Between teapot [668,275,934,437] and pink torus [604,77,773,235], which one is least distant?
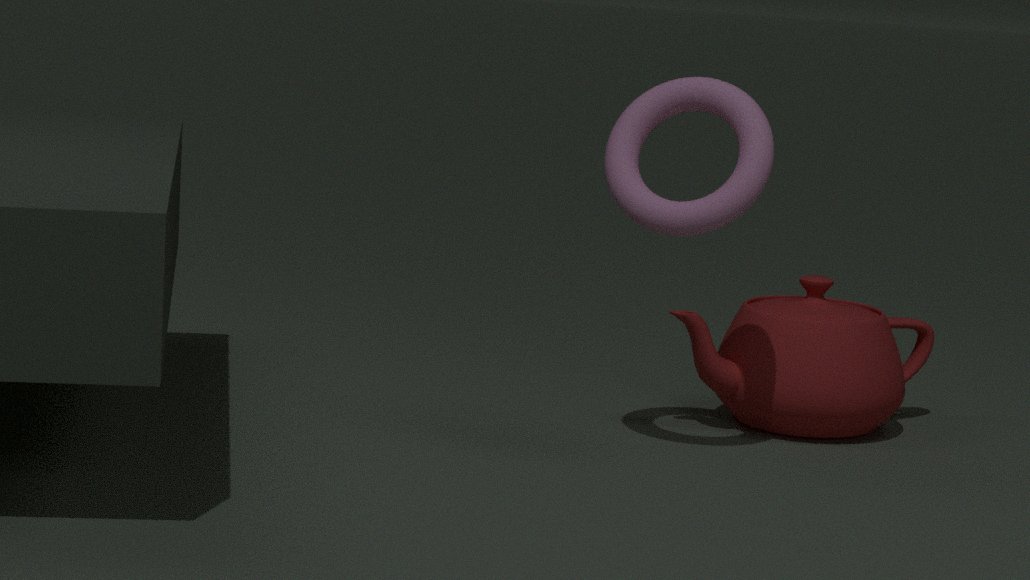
pink torus [604,77,773,235]
